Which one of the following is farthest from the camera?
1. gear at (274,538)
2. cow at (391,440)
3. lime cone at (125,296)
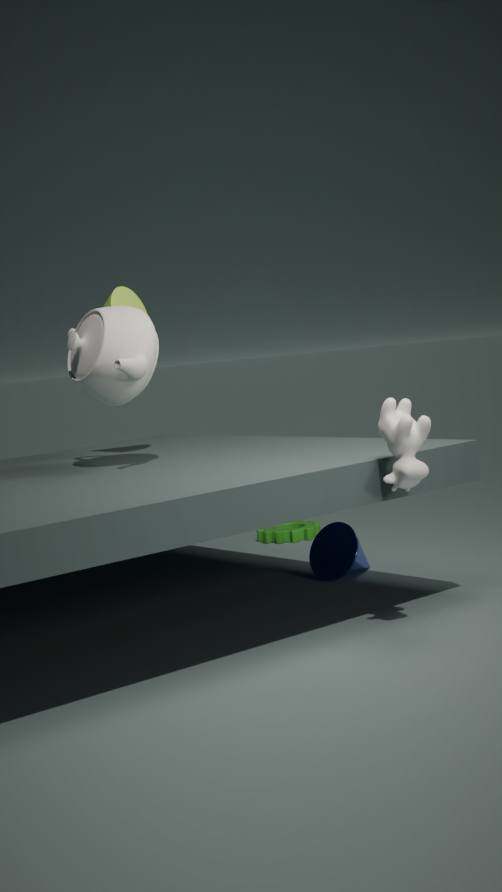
gear at (274,538)
